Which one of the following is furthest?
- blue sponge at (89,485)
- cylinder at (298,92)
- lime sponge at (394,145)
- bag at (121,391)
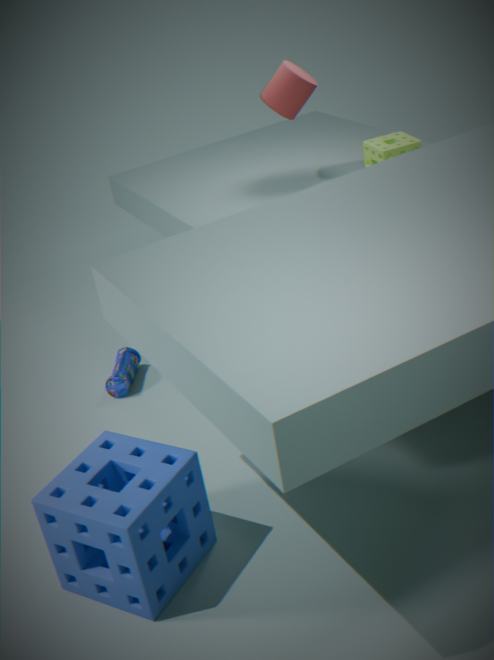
cylinder at (298,92)
